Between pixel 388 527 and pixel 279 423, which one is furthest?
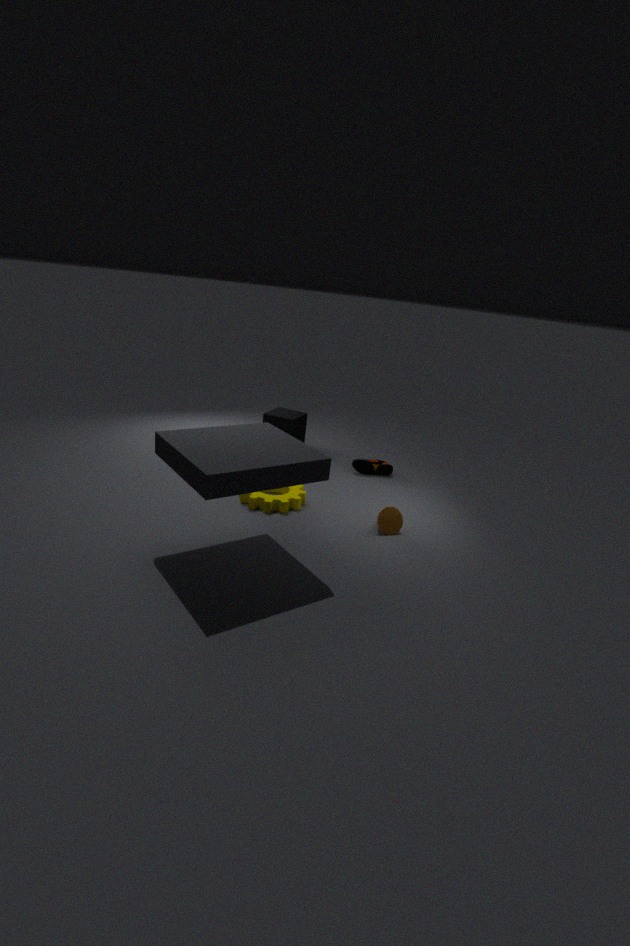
pixel 279 423
